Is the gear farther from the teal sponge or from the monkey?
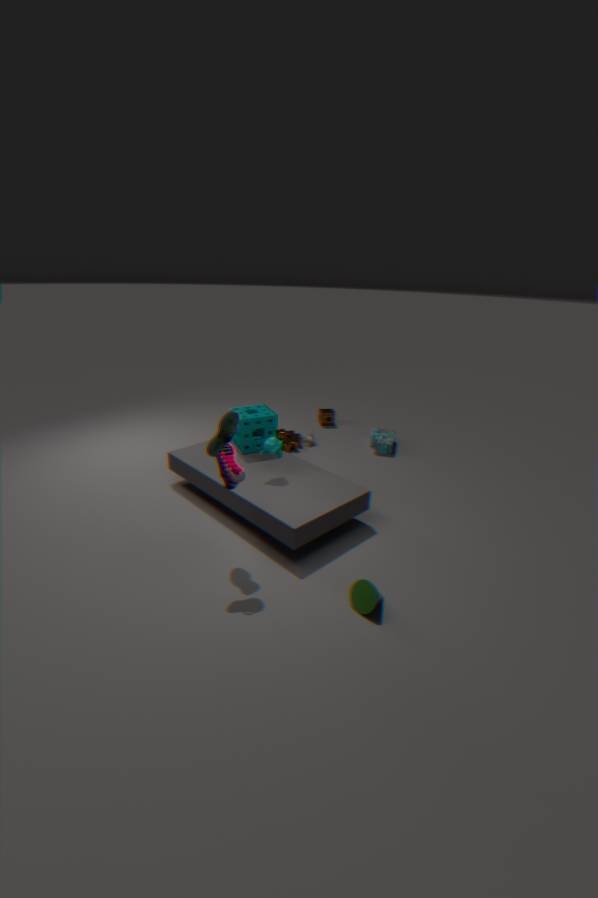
the monkey
